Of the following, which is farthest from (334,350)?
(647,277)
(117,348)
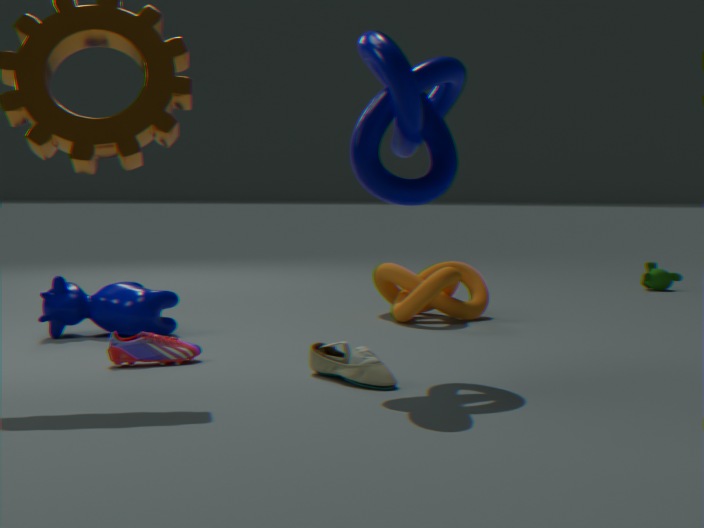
(647,277)
